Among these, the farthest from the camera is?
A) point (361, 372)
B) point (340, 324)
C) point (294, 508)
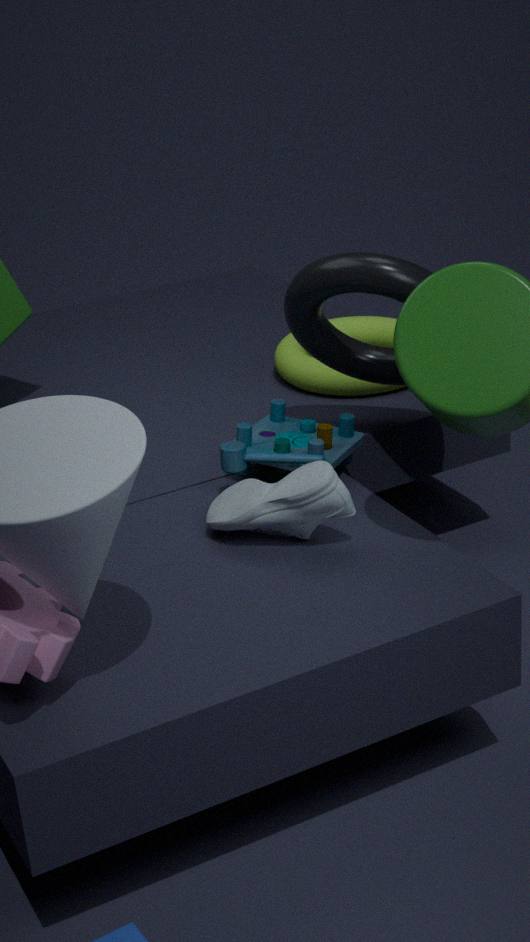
point (340, 324)
